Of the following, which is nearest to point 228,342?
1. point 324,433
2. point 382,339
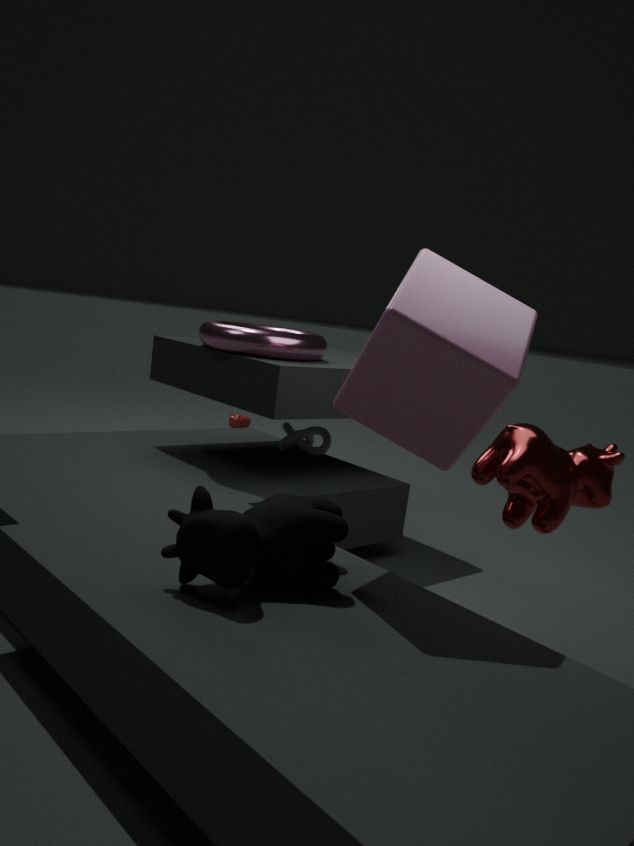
point 324,433
